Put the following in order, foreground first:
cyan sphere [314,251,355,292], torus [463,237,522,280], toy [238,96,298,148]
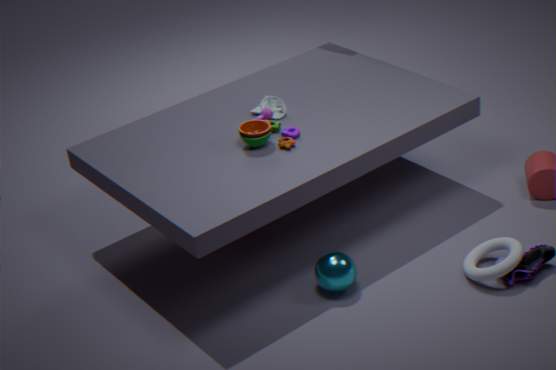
torus [463,237,522,280], cyan sphere [314,251,355,292], toy [238,96,298,148]
